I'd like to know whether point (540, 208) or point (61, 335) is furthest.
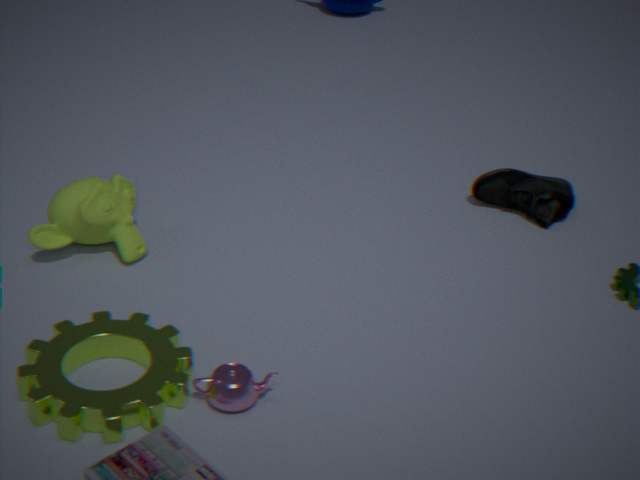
point (540, 208)
